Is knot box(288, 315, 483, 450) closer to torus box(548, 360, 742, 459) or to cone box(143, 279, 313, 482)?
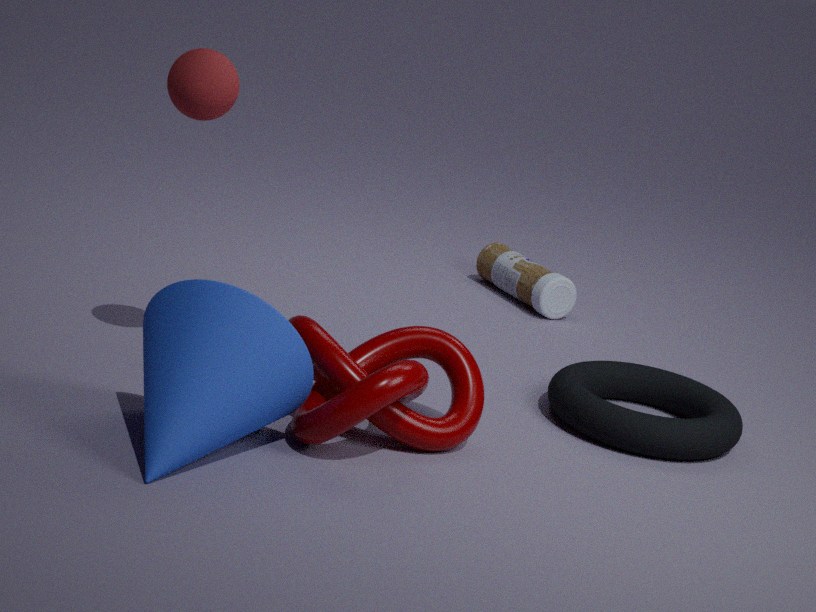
cone box(143, 279, 313, 482)
